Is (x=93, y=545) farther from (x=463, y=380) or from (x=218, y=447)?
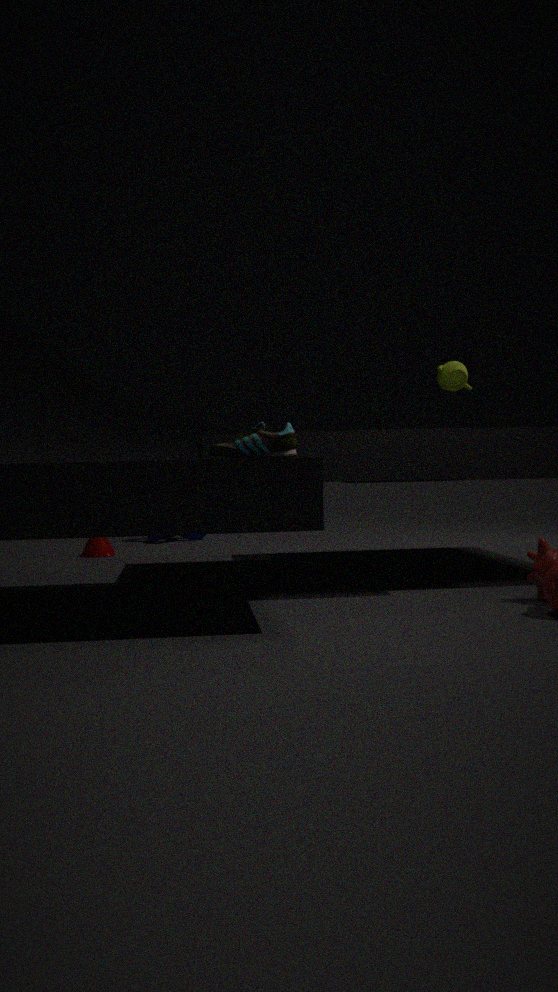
(x=218, y=447)
